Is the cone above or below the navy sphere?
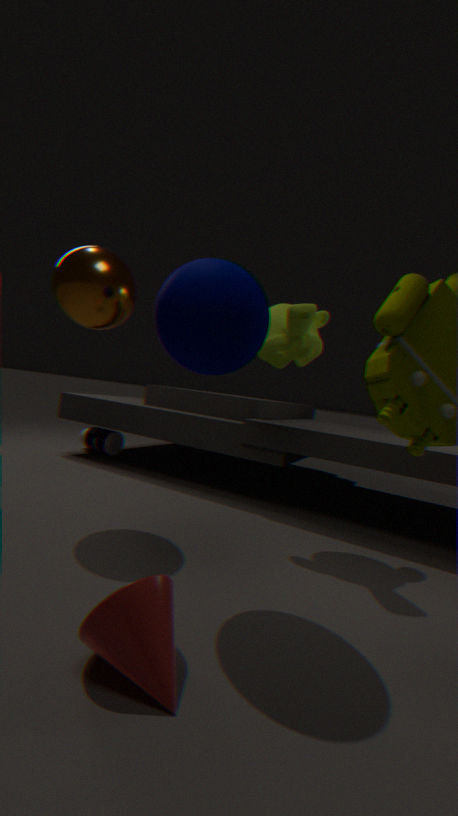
below
